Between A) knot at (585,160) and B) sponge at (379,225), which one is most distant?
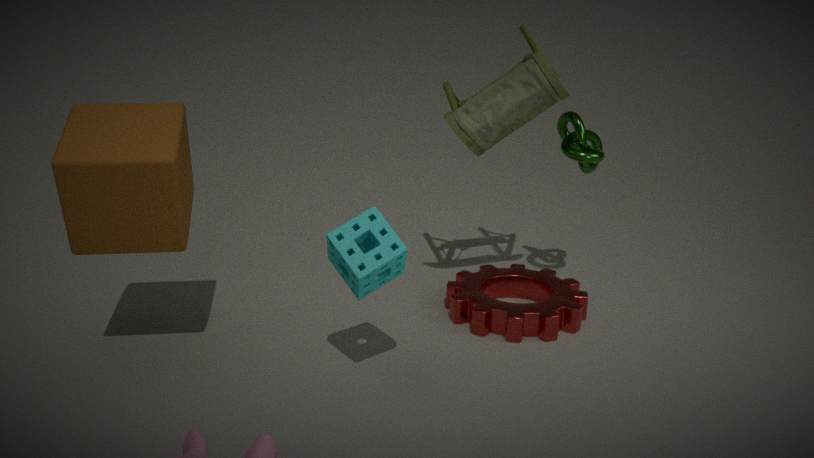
A. knot at (585,160)
